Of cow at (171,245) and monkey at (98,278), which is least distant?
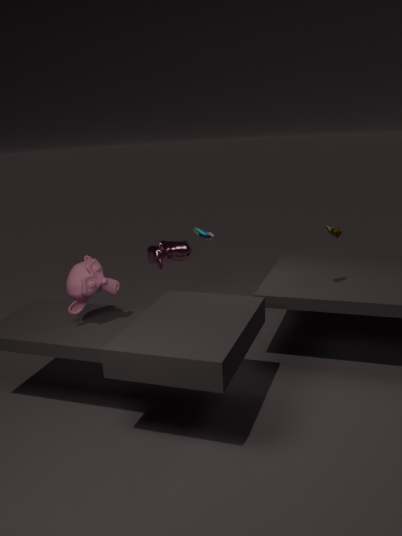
monkey at (98,278)
